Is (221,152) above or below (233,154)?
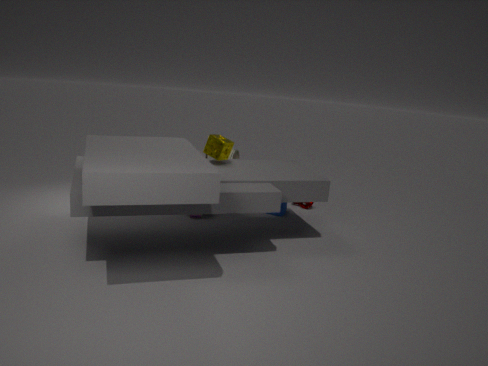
above
